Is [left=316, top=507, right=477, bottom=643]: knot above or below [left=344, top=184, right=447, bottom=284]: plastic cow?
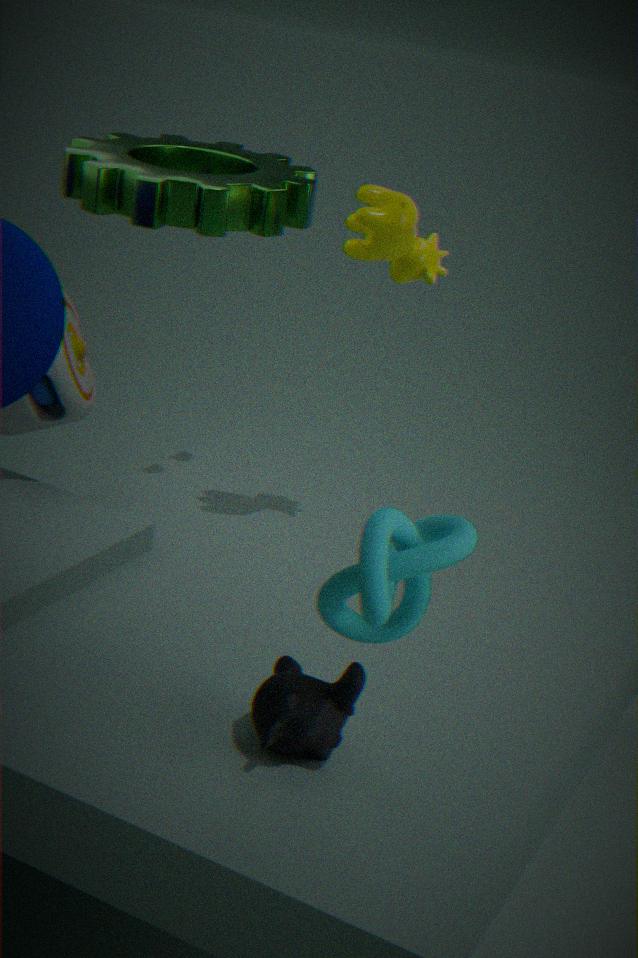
below
